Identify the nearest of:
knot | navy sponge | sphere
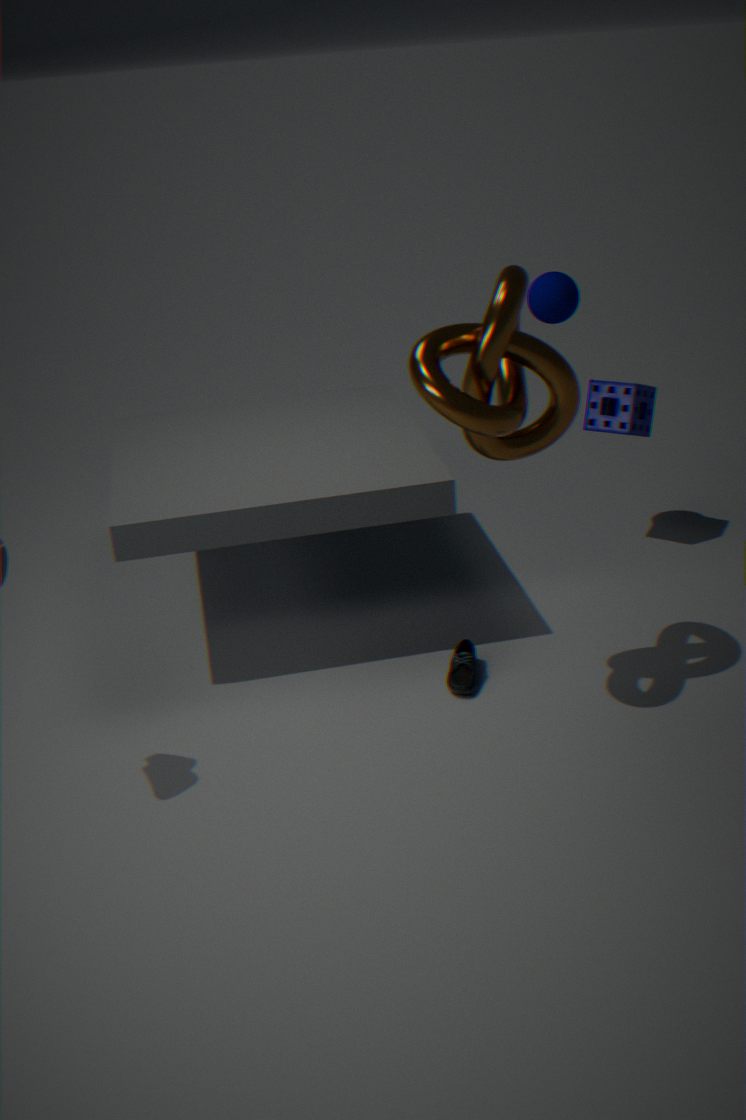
knot
